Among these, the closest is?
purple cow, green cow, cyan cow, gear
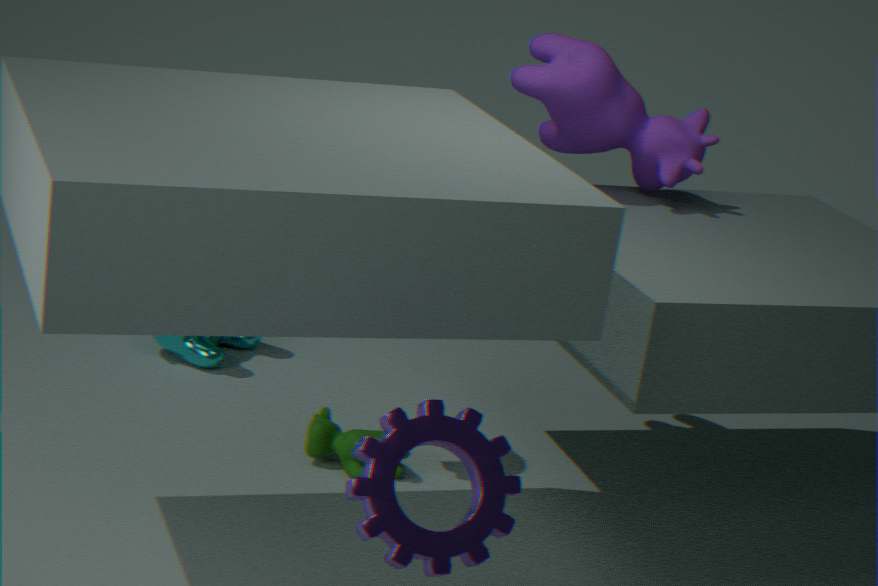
gear
